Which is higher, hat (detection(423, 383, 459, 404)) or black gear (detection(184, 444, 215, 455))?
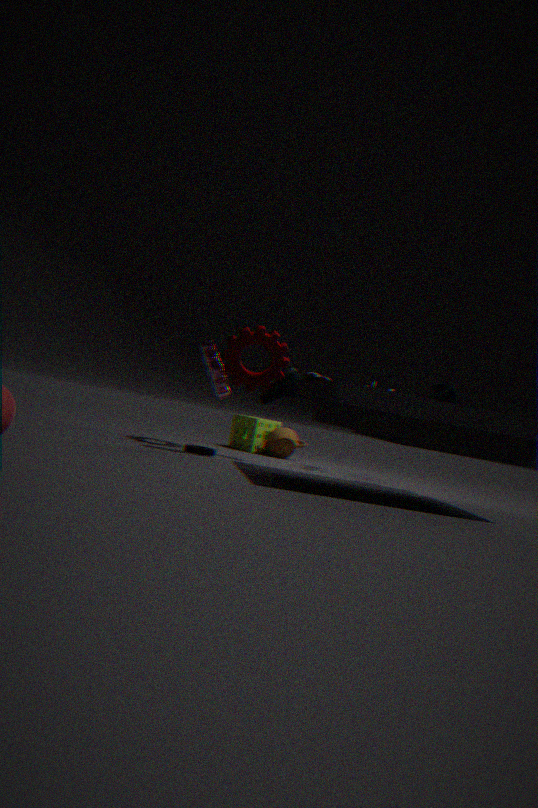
hat (detection(423, 383, 459, 404))
